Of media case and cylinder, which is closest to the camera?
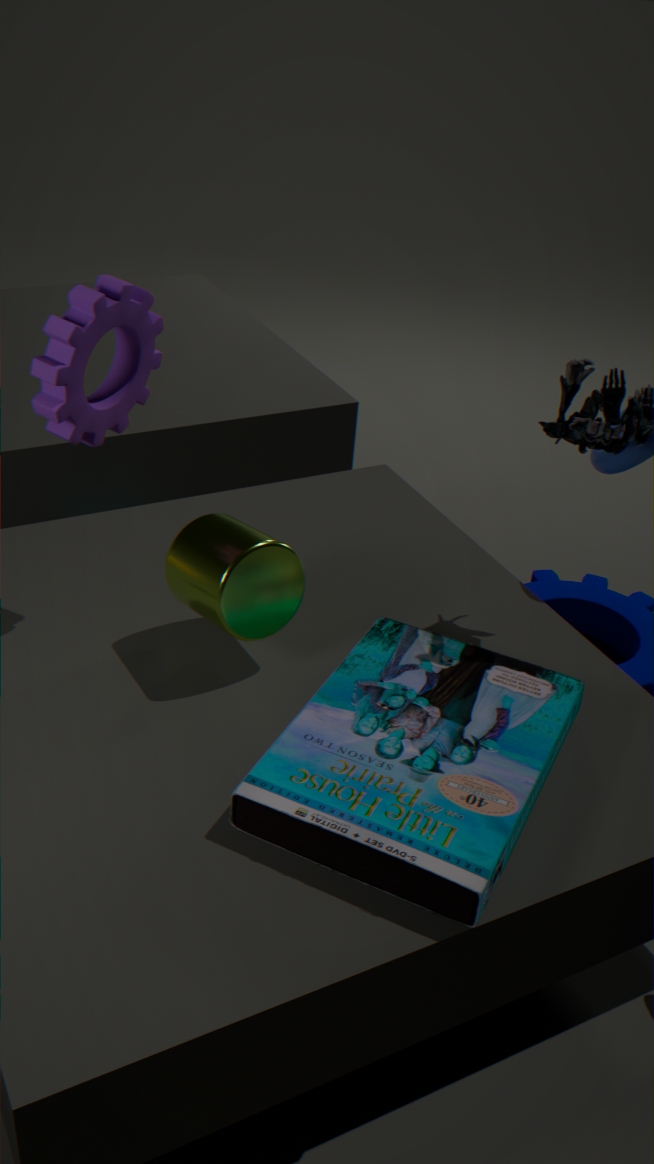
media case
